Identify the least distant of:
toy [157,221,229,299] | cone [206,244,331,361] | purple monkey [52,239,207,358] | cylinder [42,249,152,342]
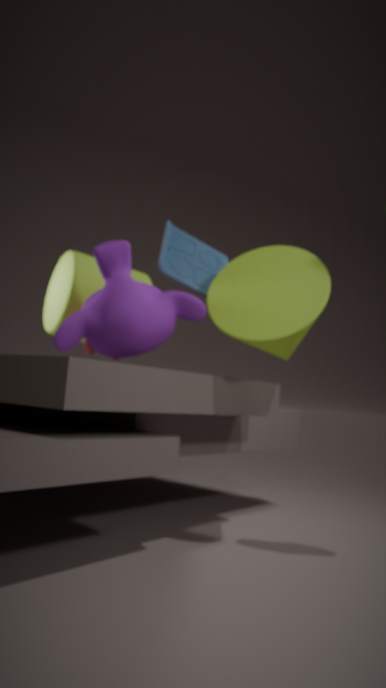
purple monkey [52,239,207,358]
